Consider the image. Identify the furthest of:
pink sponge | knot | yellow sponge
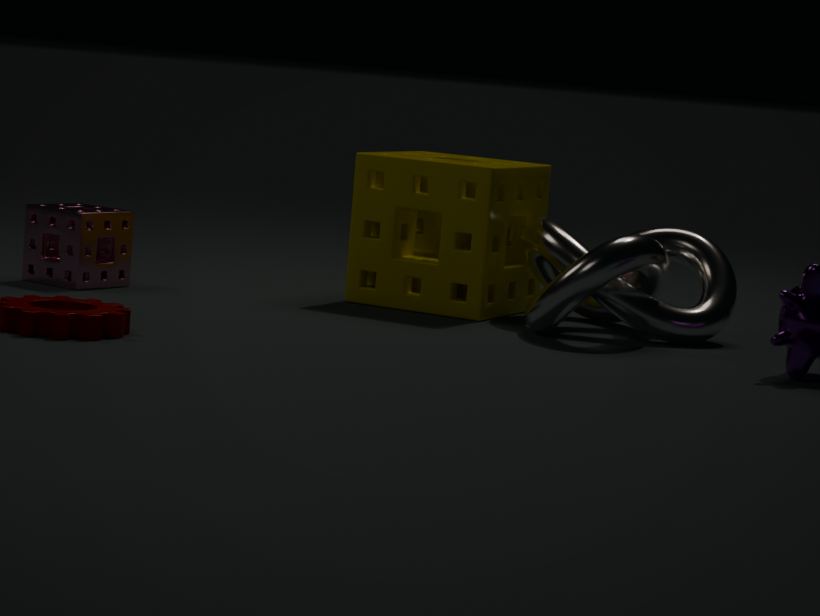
yellow sponge
